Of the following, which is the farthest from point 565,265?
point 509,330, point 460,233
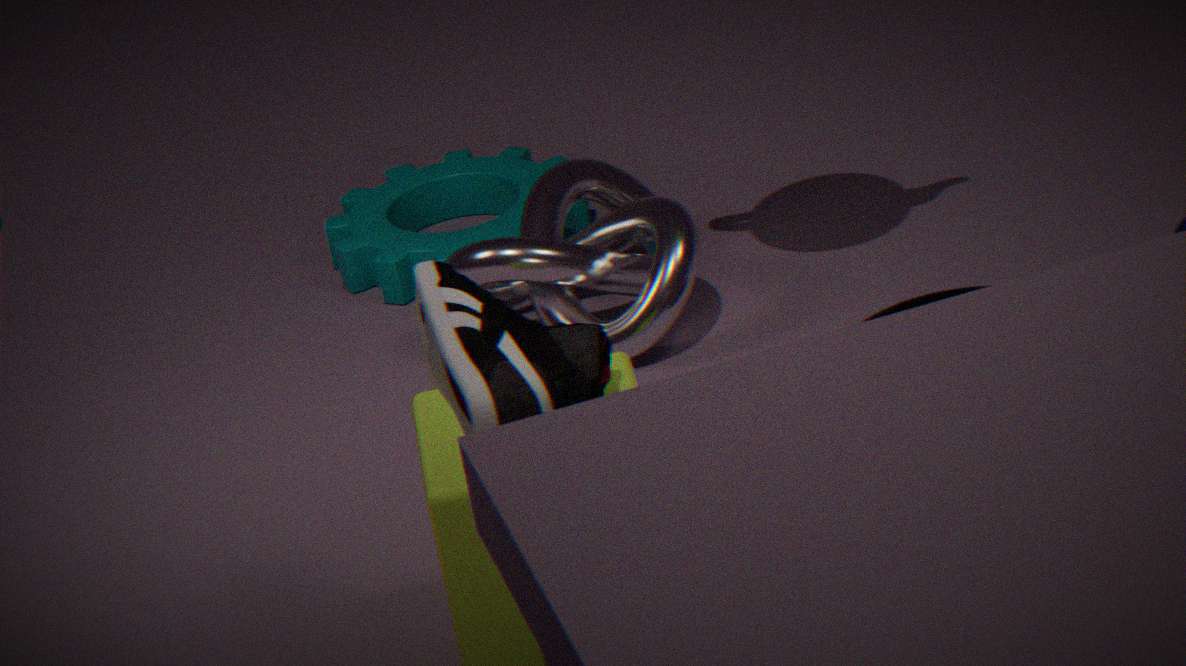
point 509,330
